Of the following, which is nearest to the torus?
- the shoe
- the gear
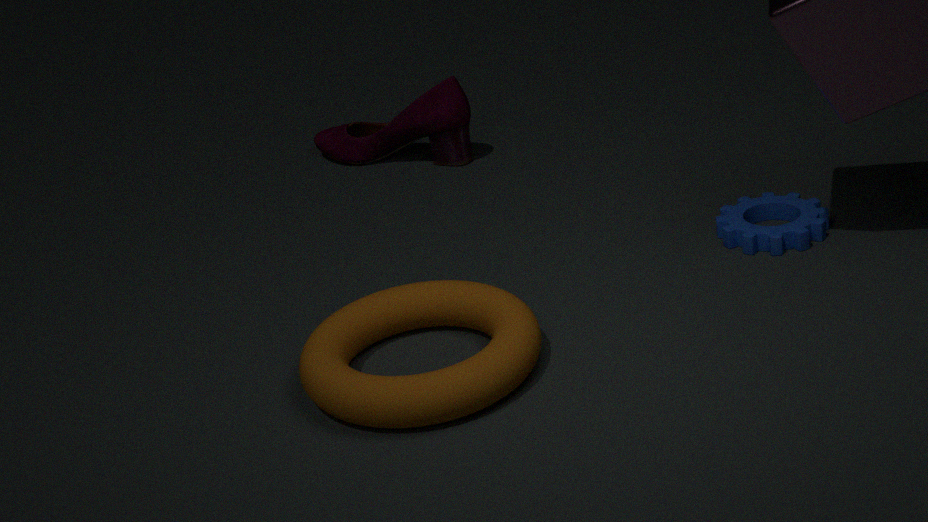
the gear
